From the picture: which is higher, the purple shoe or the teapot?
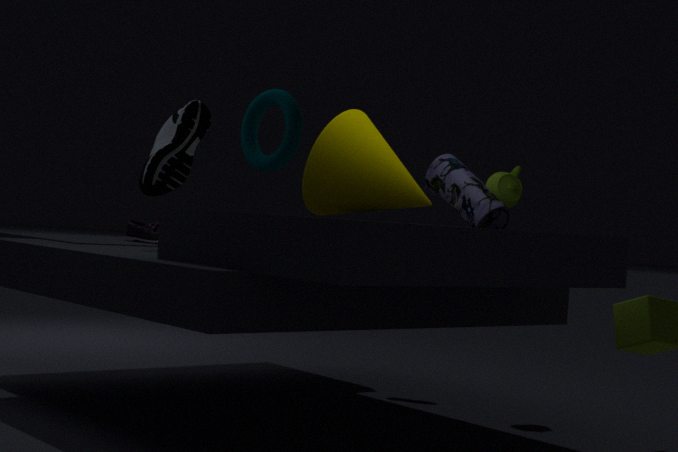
the teapot
